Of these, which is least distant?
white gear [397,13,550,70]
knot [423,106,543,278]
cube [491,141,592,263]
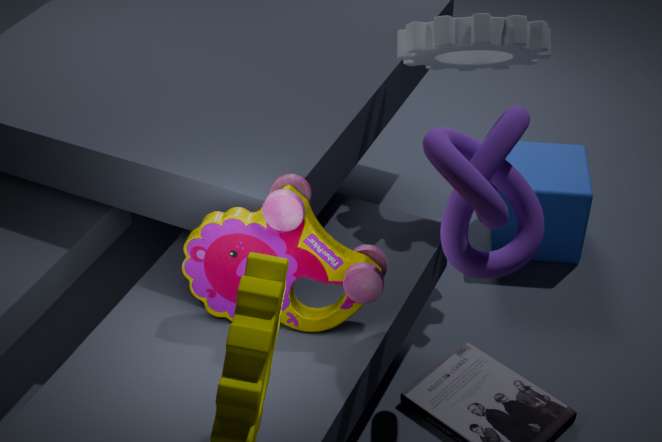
knot [423,106,543,278]
